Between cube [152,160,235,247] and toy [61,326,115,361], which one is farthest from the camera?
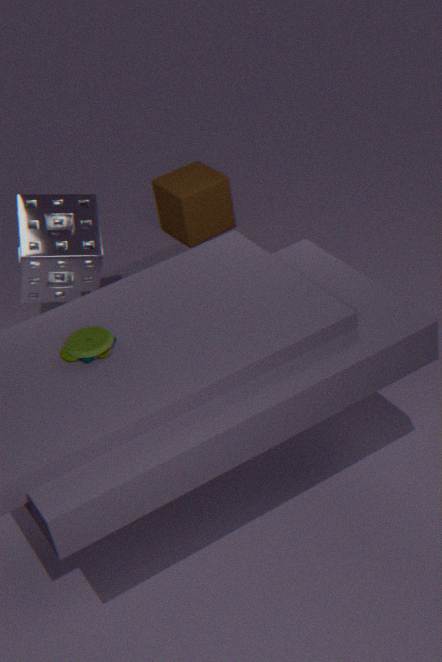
cube [152,160,235,247]
